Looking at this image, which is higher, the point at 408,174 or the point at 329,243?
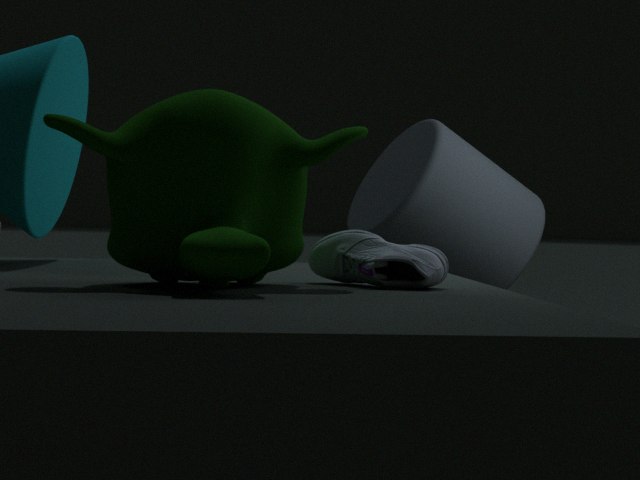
the point at 408,174
